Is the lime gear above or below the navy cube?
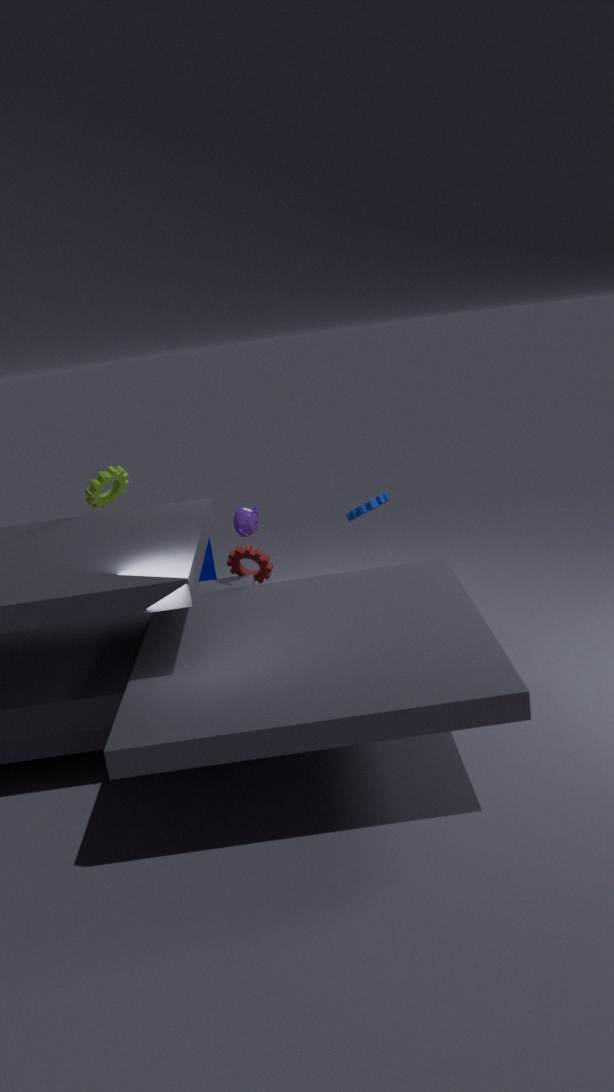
above
